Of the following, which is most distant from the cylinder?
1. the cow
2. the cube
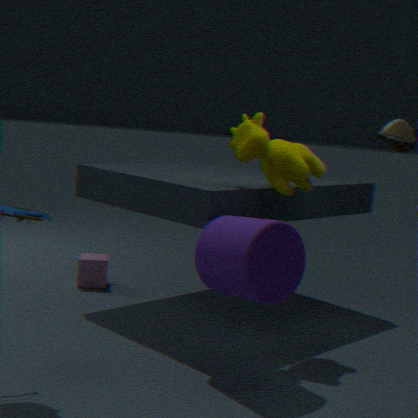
the cube
